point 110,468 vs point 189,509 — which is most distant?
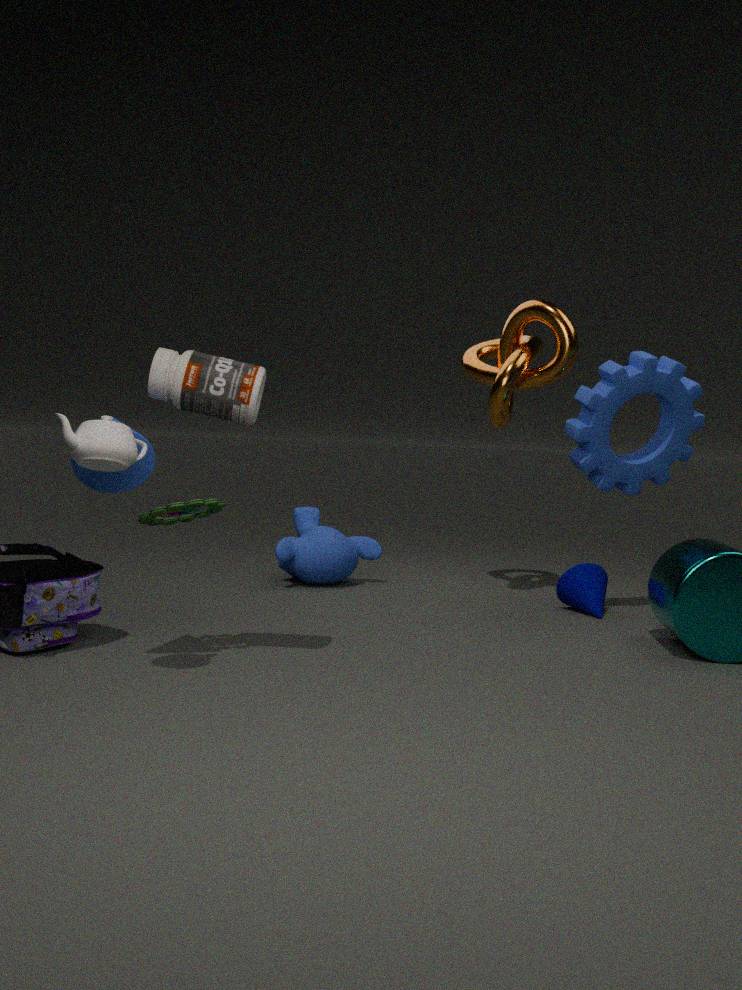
point 189,509
